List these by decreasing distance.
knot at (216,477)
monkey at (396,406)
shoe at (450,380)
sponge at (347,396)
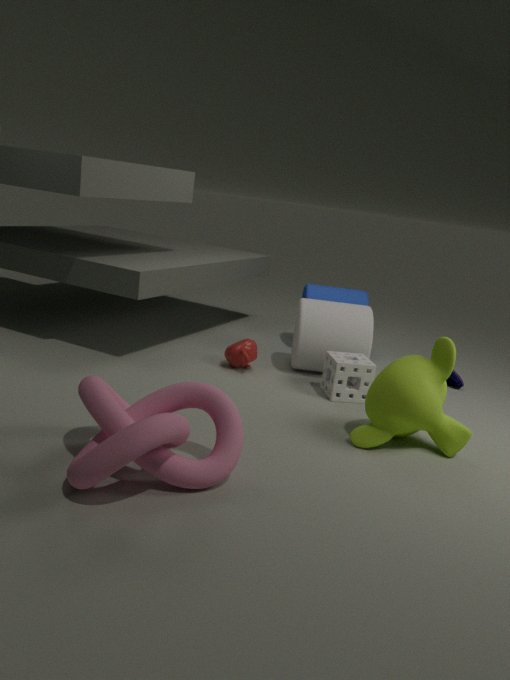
shoe at (450,380) → sponge at (347,396) → monkey at (396,406) → knot at (216,477)
